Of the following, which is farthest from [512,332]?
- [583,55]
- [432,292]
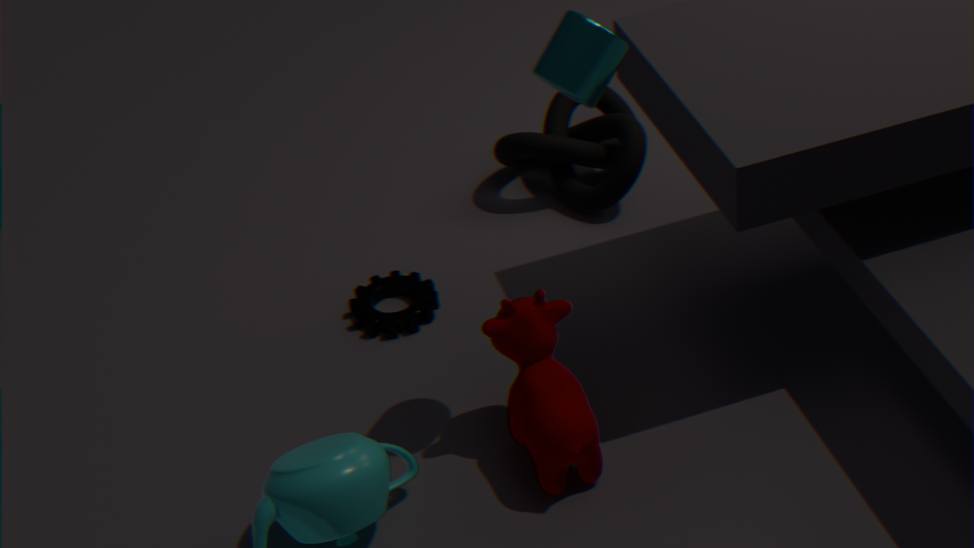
[583,55]
